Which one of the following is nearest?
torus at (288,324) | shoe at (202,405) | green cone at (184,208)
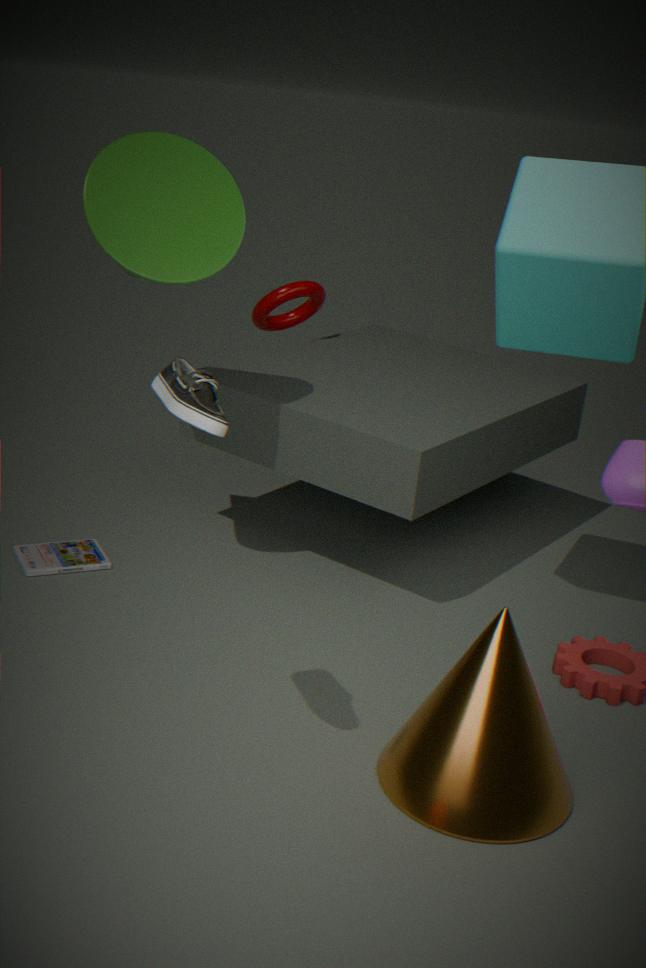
shoe at (202,405)
